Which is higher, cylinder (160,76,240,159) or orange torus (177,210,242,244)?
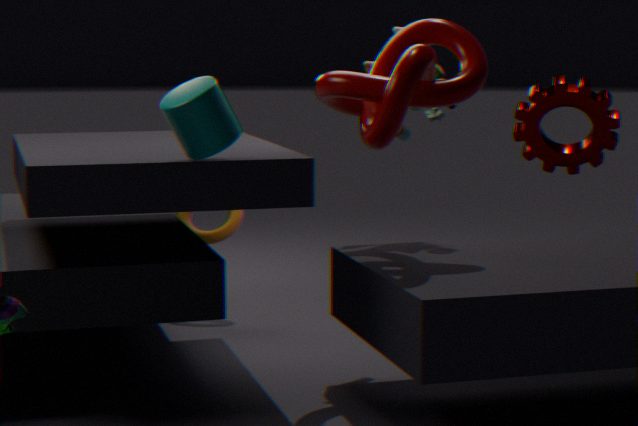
cylinder (160,76,240,159)
